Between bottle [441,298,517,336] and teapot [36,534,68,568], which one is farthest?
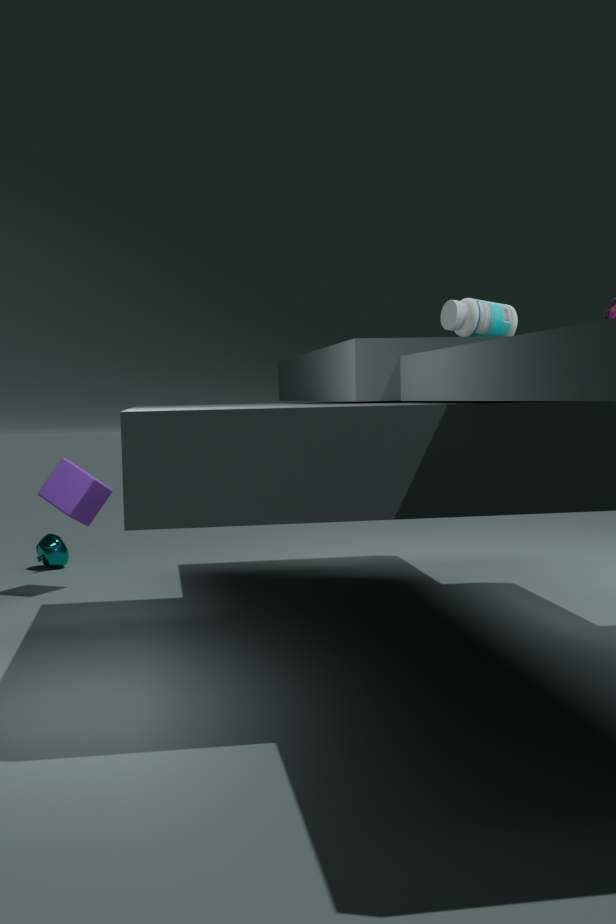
teapot [36,534,68,568]
